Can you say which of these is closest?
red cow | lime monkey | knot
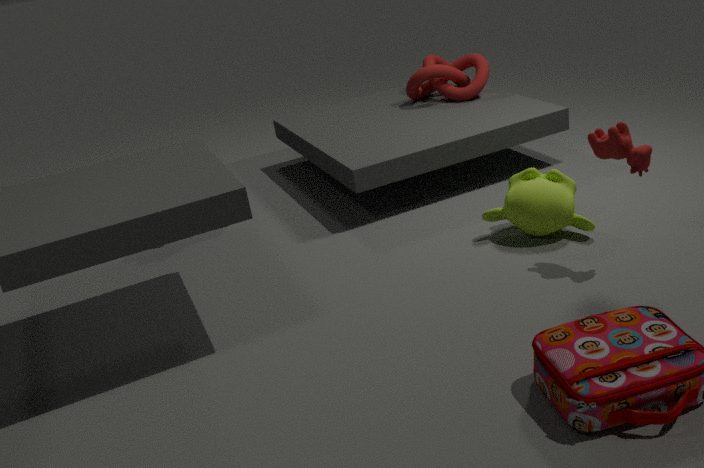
red cow
